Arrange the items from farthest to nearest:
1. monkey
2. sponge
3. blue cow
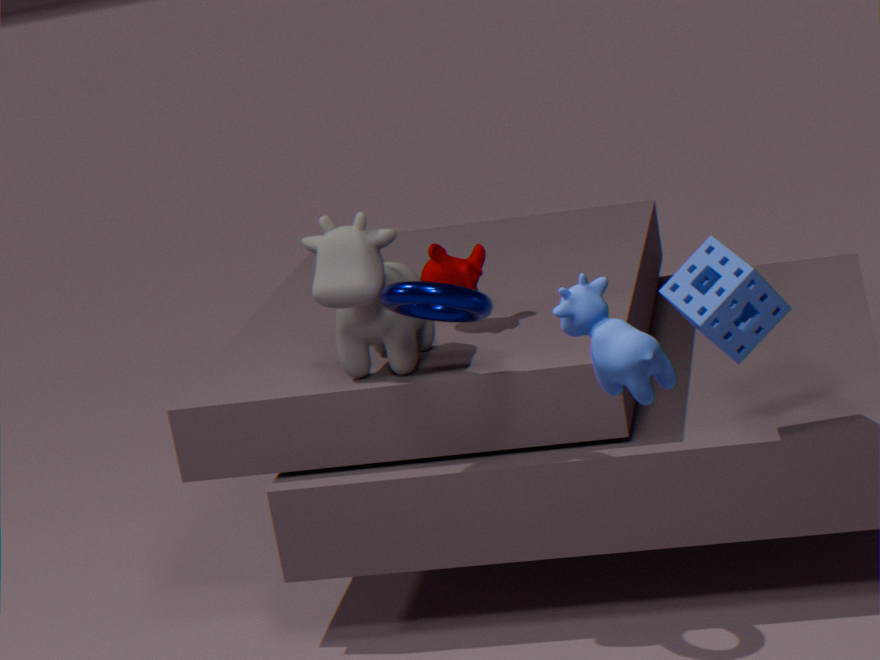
1. monkey
2. sponge
3. blue cow
